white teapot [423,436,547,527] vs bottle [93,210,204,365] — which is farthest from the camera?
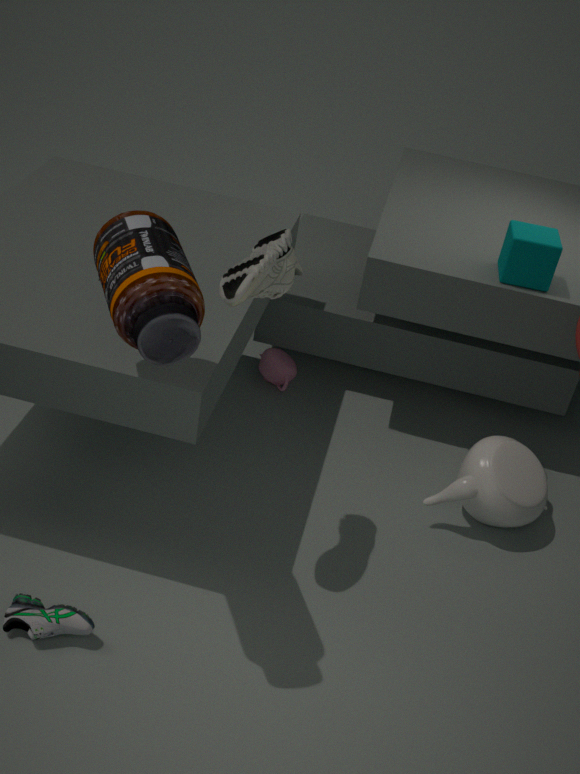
white teapot [423,436,547,527]
